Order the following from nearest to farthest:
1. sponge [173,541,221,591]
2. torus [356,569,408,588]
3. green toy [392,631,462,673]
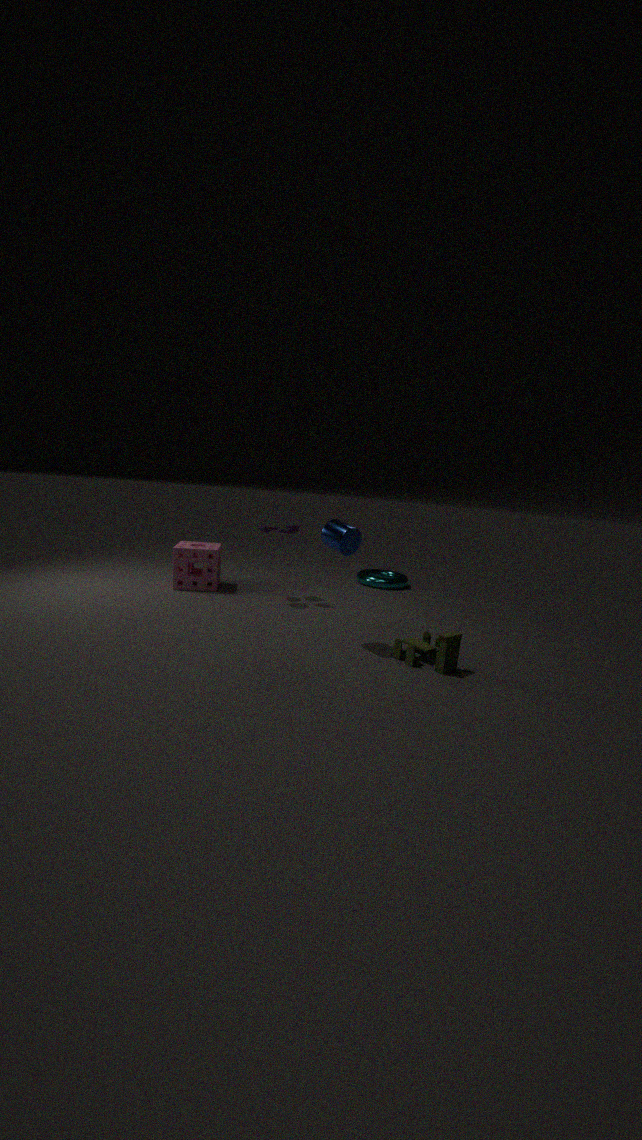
green toy [392,631,462,673] < sponge [173,541,221,591] < torus [356,569,408,588]
